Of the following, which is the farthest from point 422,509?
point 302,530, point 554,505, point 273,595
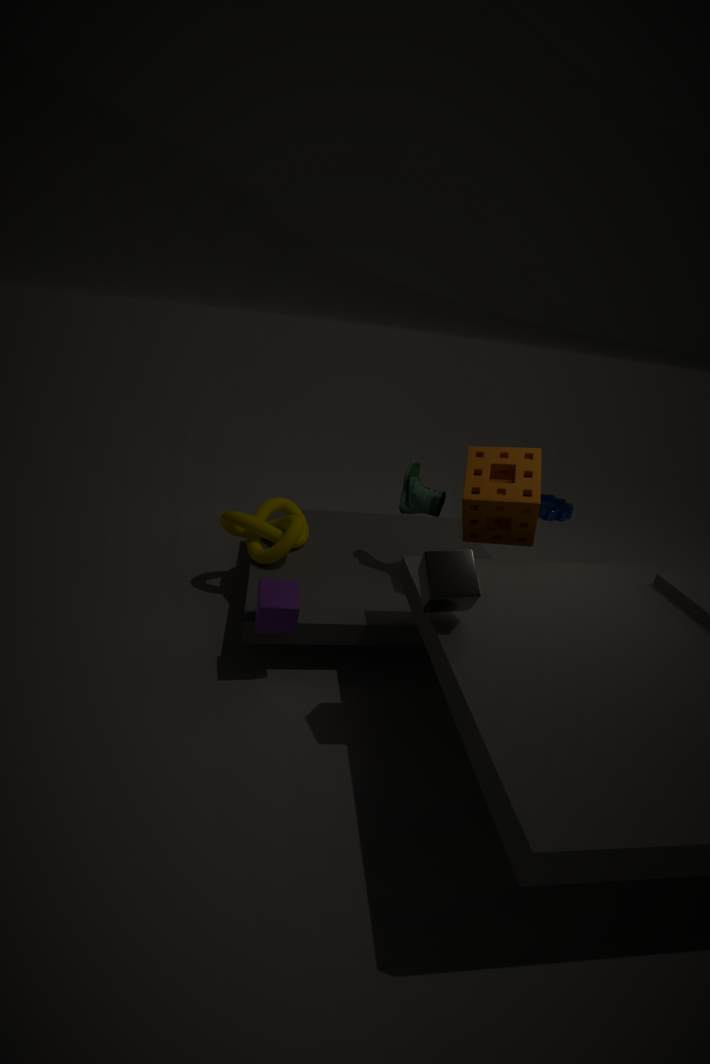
point 554,505
